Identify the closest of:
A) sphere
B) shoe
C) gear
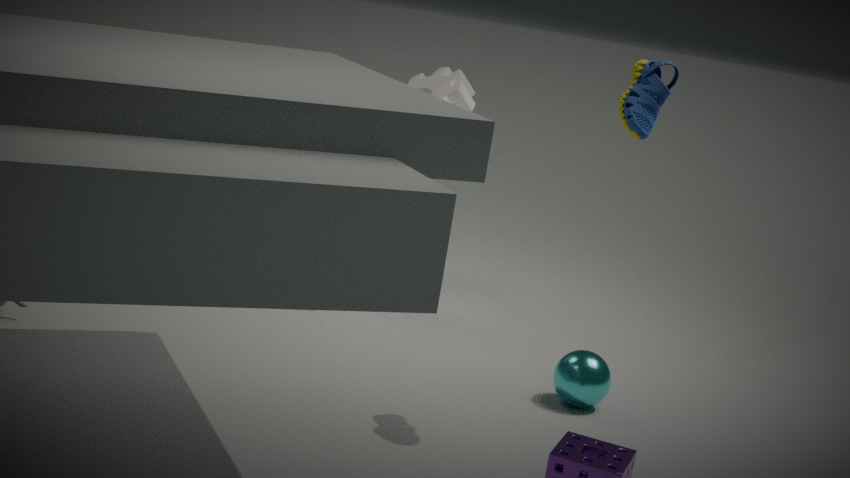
shoe
